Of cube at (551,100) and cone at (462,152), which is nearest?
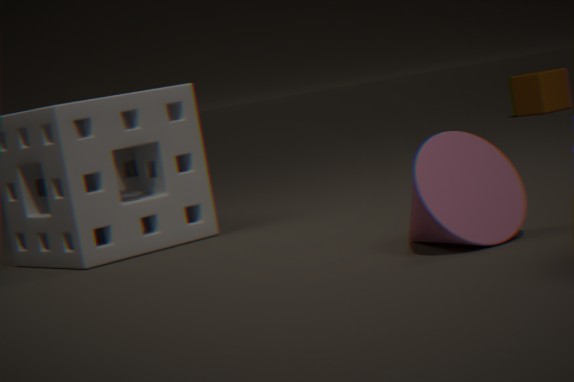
cone at (462,152)
